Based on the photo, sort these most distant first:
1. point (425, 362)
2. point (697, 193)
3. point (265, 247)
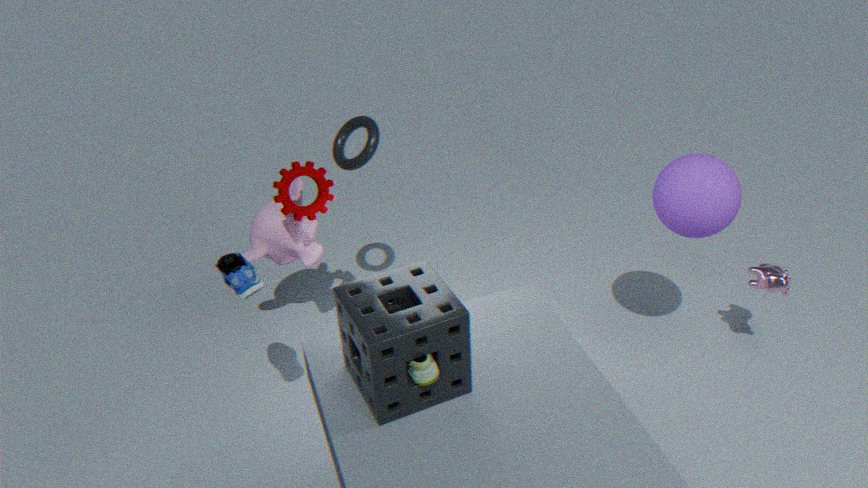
point (265, 247) → point (697, 193) → point (425, 362)
